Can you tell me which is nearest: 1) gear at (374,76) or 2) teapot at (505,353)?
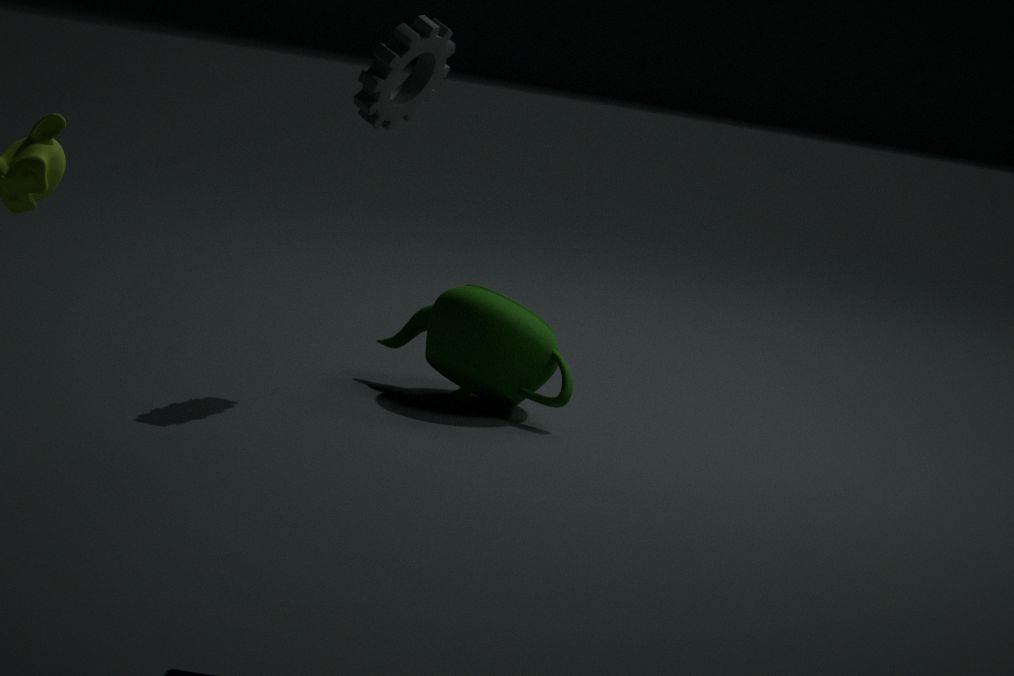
1. gear at (374,76)
